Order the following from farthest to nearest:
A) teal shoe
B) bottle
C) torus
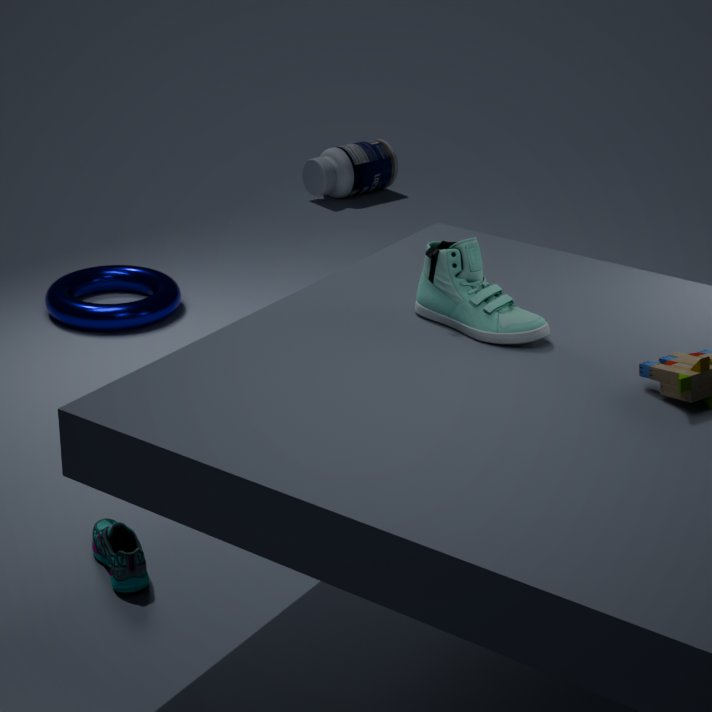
bottle → torus → teal shoe
